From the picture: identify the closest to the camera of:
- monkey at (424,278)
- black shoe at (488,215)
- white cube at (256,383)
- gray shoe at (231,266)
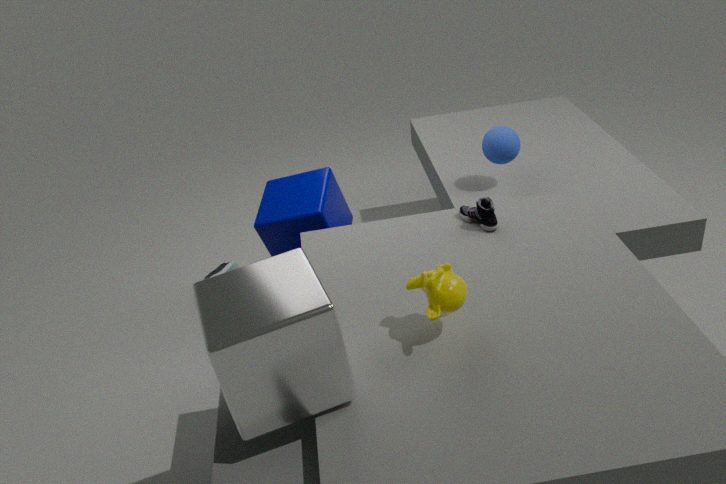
white cube at (256,383)
